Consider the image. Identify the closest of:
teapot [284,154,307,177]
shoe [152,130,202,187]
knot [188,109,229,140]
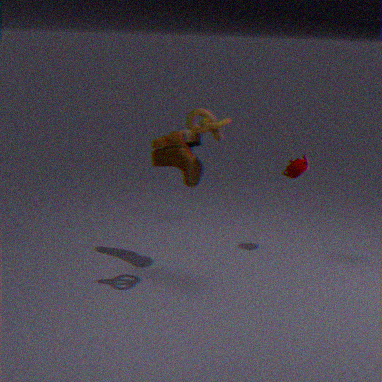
knot [188,109,229,140]
